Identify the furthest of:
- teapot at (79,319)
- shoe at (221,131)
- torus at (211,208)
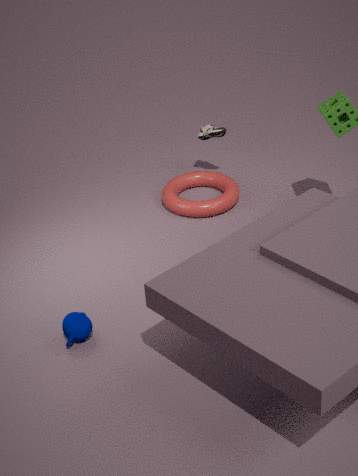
shoe at (221,131)
